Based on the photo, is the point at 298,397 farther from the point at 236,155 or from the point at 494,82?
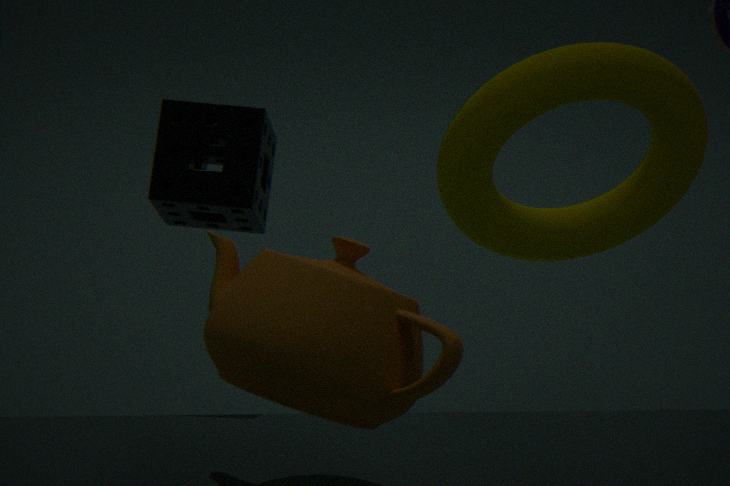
the point at 494,82
